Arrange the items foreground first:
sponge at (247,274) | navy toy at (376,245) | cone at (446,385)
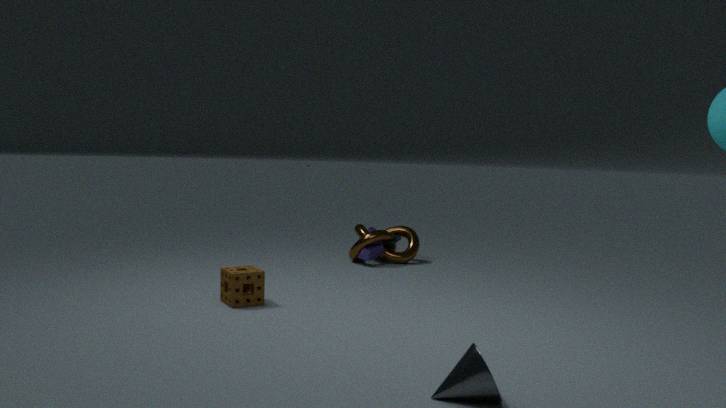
1. cone at (446,385)
2. sponge at (247,274)
3. navy toy at (376,245)
